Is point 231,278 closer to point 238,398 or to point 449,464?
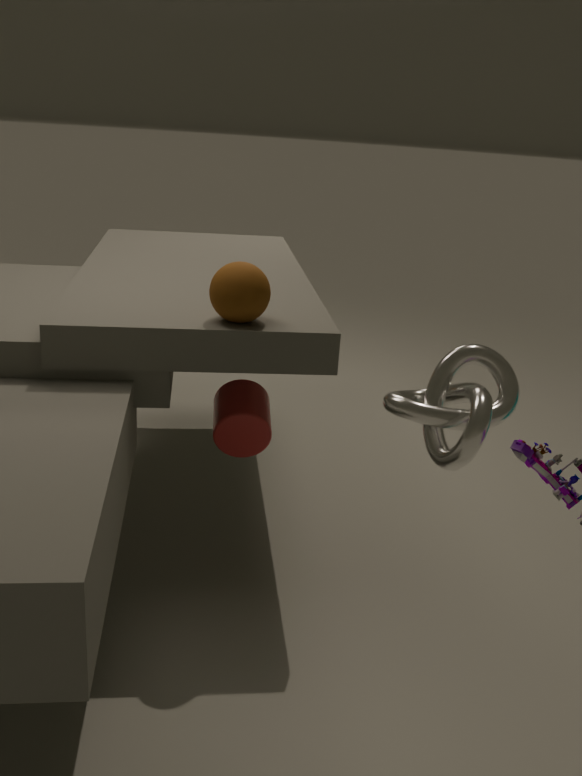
point 238,398
